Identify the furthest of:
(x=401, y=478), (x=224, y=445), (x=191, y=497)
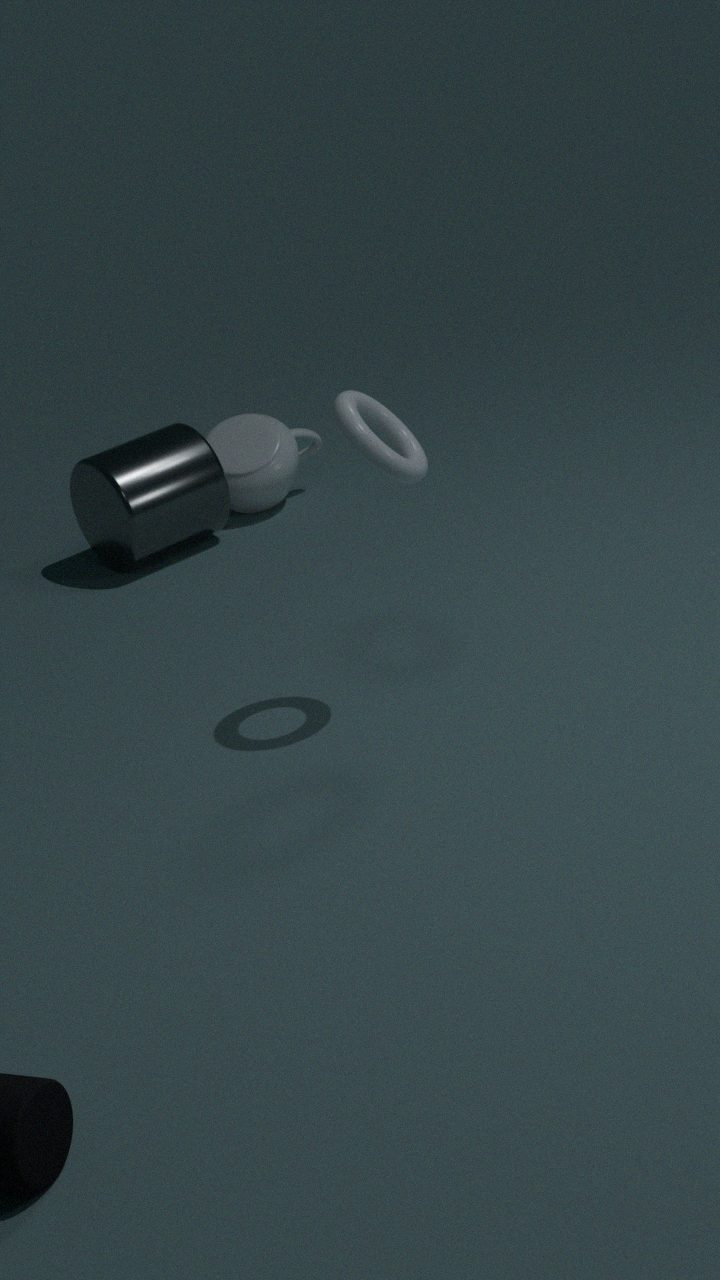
(x=224, y=445)
